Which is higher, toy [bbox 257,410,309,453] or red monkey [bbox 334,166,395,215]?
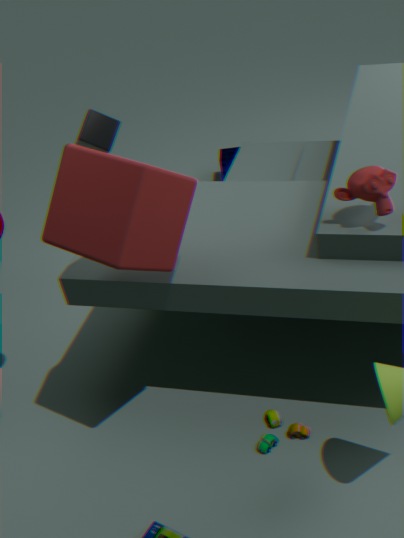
red monkey [bbox 334,166,395,215]
